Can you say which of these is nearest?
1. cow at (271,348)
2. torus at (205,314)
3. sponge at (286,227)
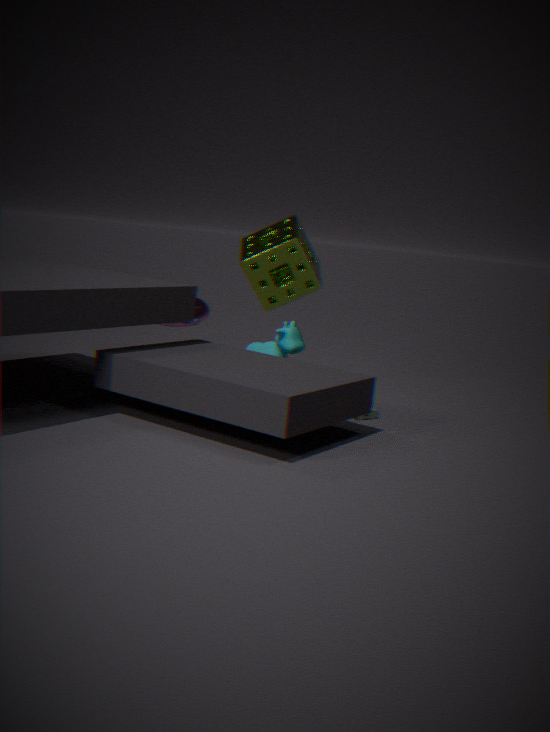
sponge at (286,227)
